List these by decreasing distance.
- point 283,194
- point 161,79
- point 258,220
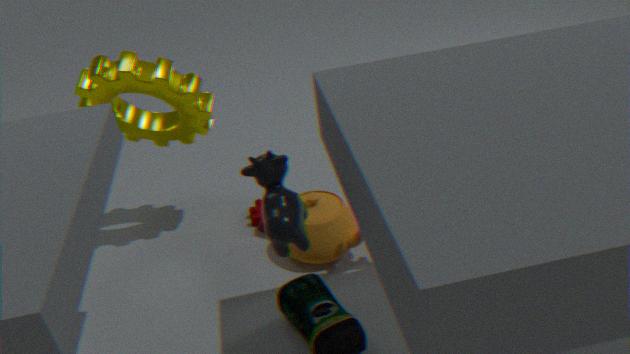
point 258,220
point 161,79
point 283,194
